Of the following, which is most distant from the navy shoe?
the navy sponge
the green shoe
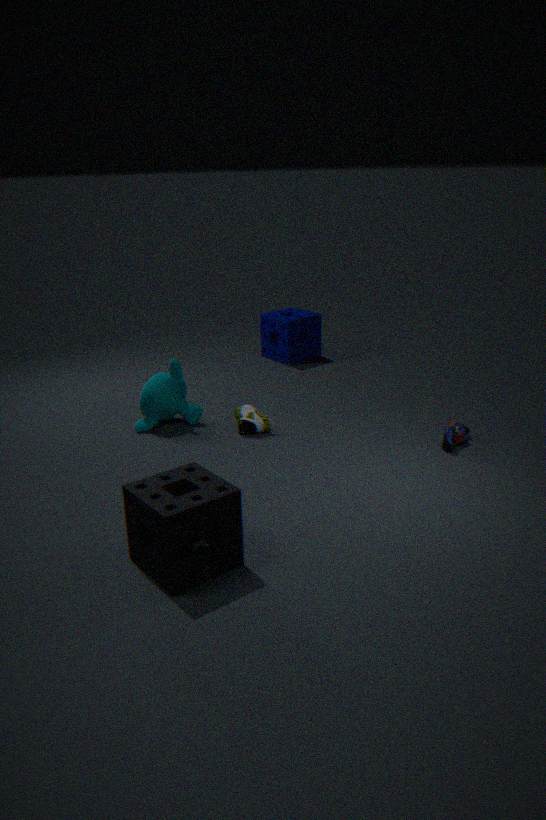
the navy sponge
